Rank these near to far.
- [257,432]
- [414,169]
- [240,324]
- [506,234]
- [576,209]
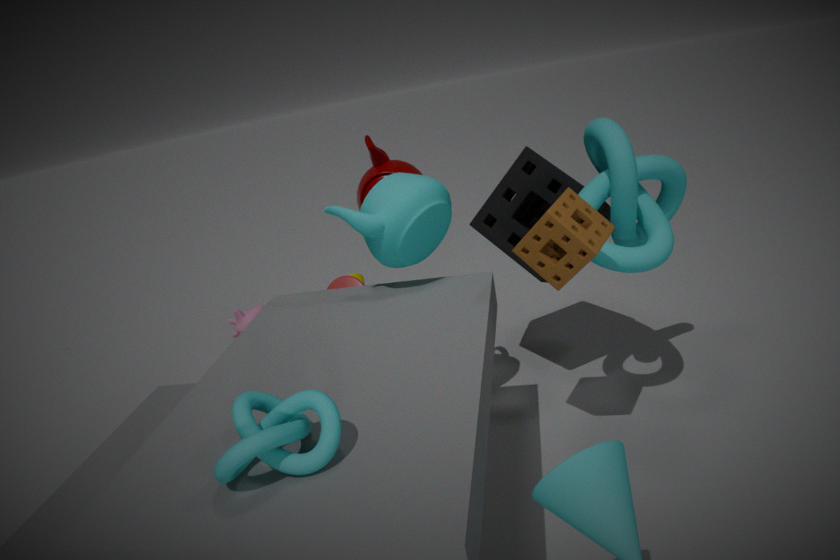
1. [257,432]
2. [576,209]
3. [506,234]
4. [414,169]
5. [240,324]
